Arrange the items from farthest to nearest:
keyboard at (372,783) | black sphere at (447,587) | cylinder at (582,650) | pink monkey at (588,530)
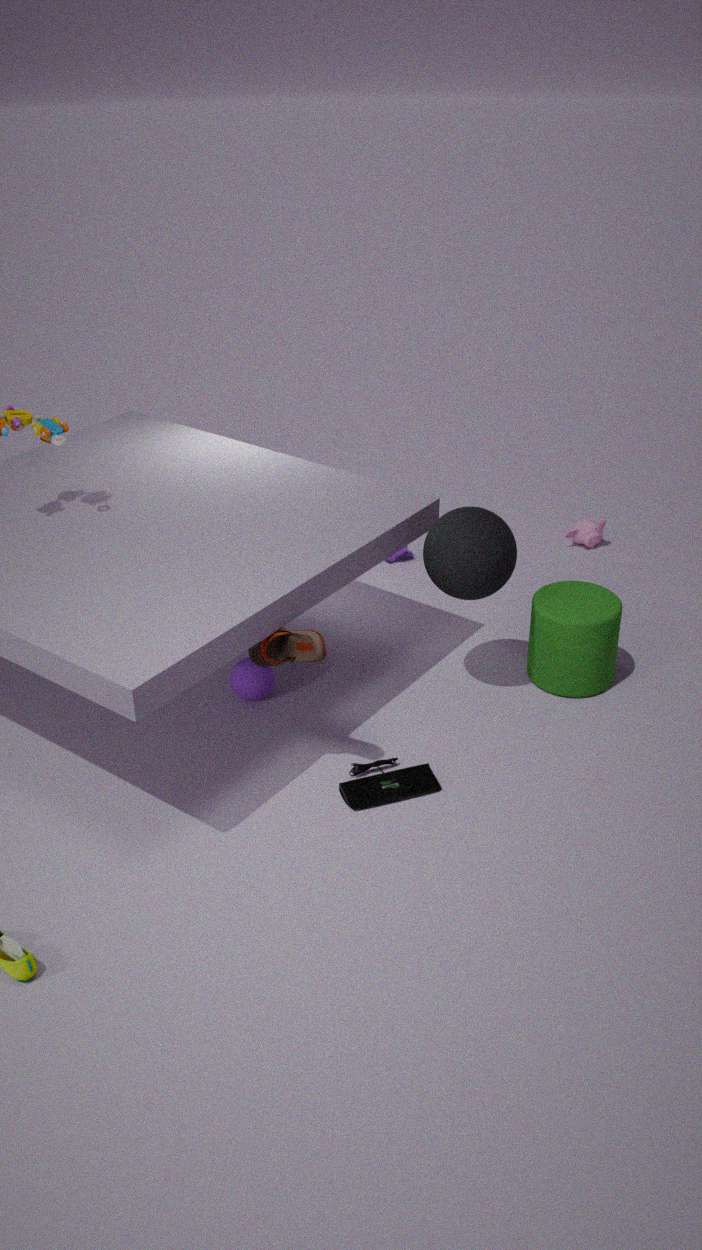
pink monkey at (588,530) < cylinder at (582,650) < black sphere at (447,587) < keyboard at (372,783)
